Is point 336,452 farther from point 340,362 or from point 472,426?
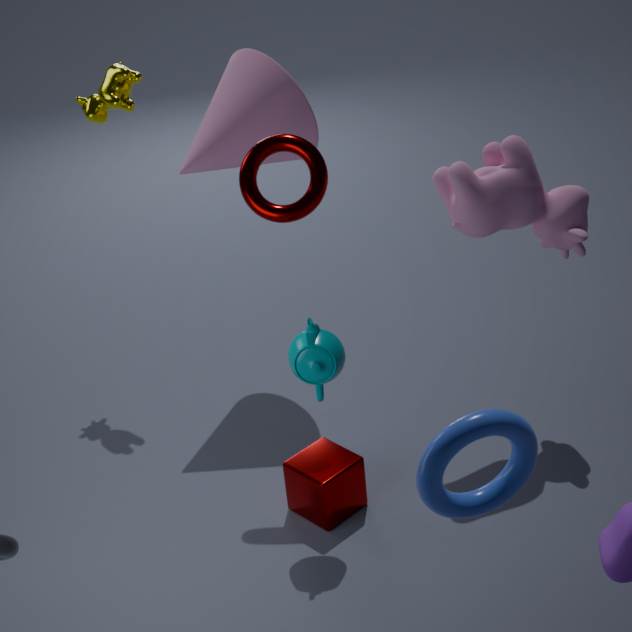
point 472,426
